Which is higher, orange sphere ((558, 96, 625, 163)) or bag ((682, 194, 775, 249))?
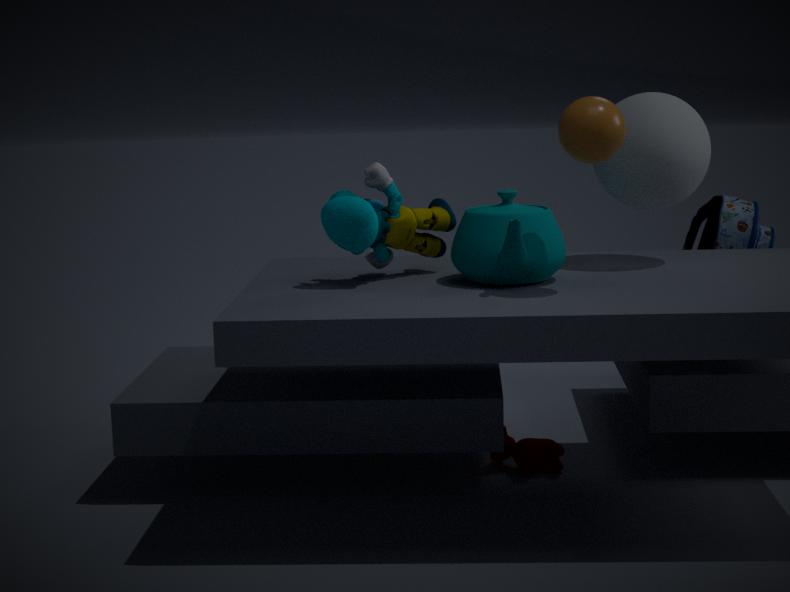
orange sphere ((558, 96, 625, 163))
